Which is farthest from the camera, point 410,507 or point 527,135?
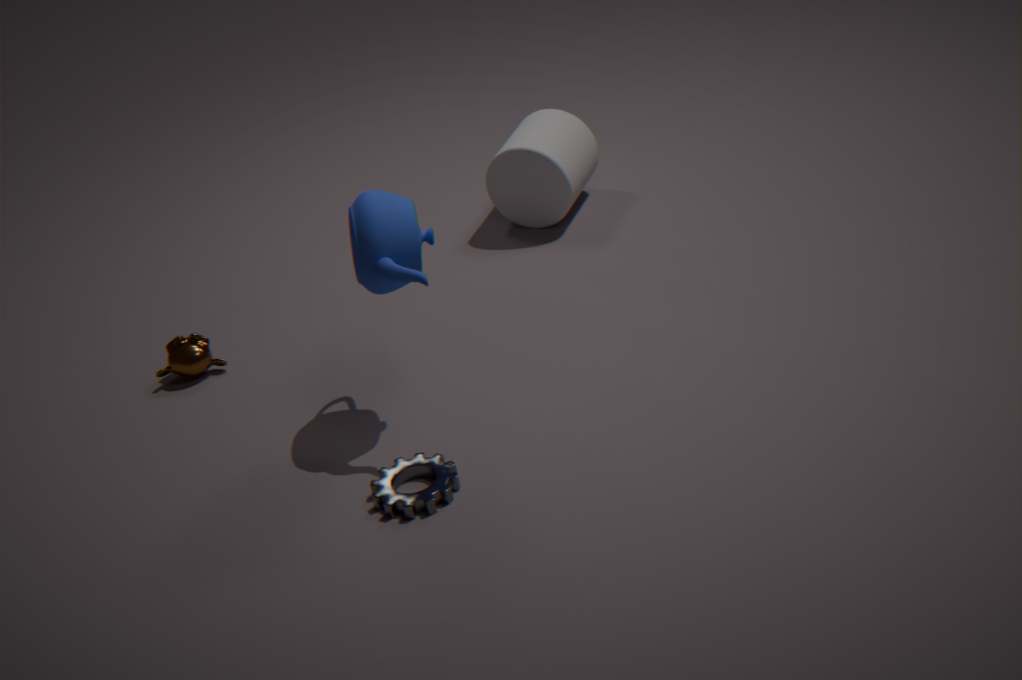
point 527,135
